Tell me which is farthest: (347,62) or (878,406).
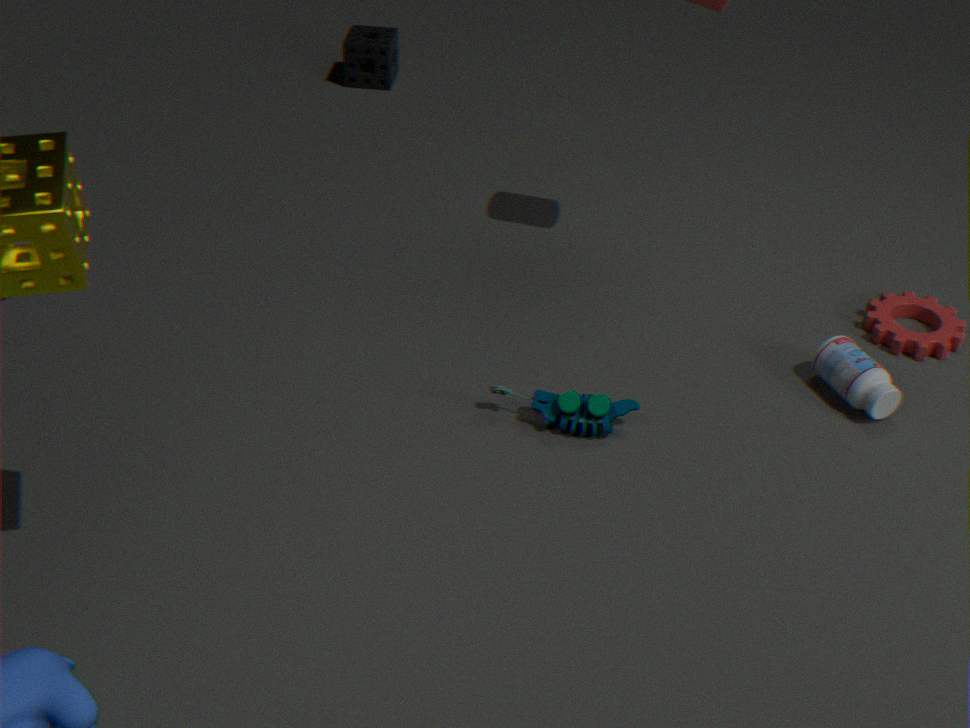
(347,62)
